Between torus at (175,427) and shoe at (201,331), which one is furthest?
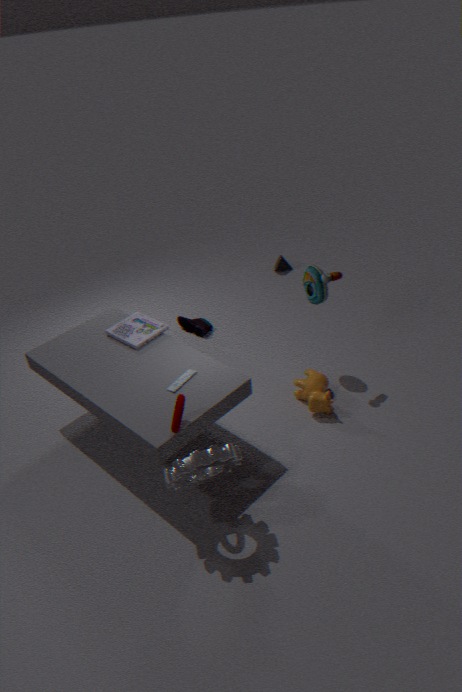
shoe at (201,331)
